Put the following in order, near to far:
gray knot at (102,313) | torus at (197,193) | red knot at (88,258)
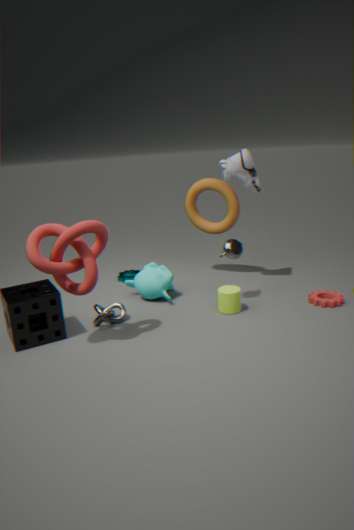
1. red knot at (88,258)
2. gray knot at (102,313)
3. torus at (197,193)
